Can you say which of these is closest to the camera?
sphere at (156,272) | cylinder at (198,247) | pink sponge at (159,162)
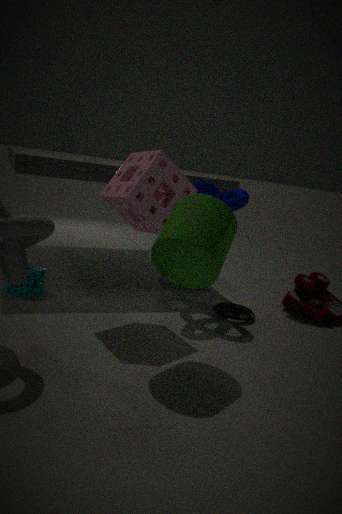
cylinder at (198,247)
